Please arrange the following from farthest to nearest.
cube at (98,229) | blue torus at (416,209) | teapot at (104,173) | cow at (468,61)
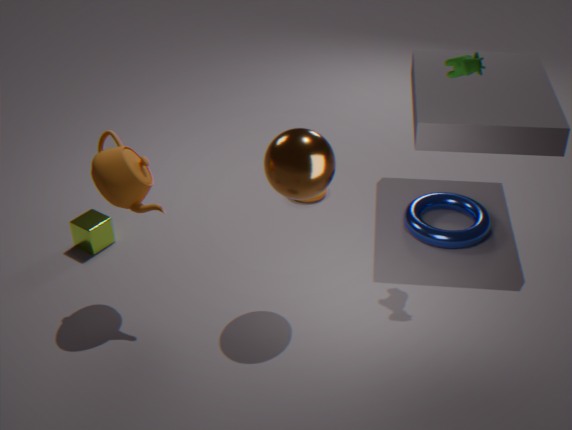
blue torus at (416,209), cube at (98,229), cow at (468,61), teapot at (104,173)
